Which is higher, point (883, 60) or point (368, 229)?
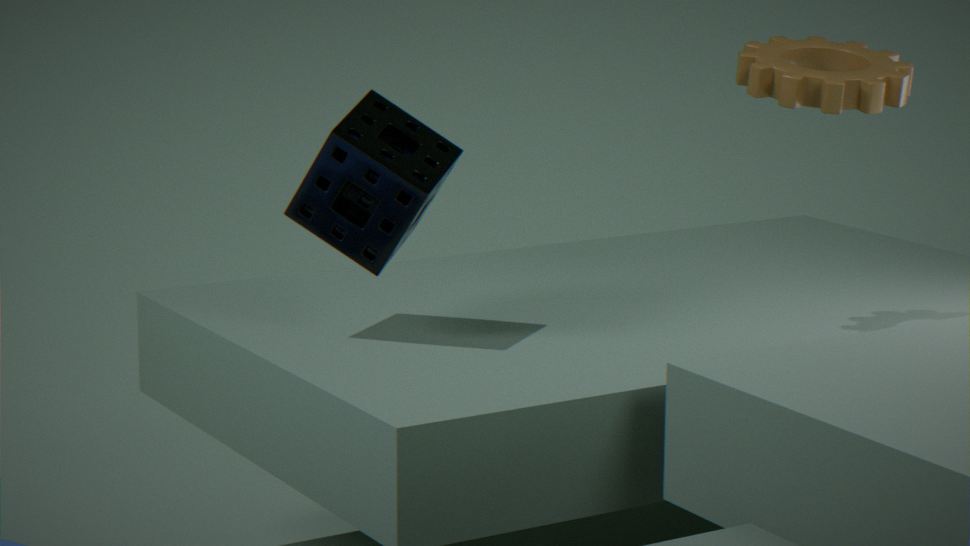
point (883, 60)
